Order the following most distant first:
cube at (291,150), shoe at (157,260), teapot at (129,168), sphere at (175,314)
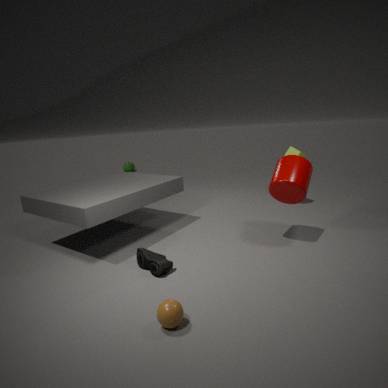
teapot at (129,168) < cube at (291,150) < shoe at (157,260) < sphere at (175,314)
